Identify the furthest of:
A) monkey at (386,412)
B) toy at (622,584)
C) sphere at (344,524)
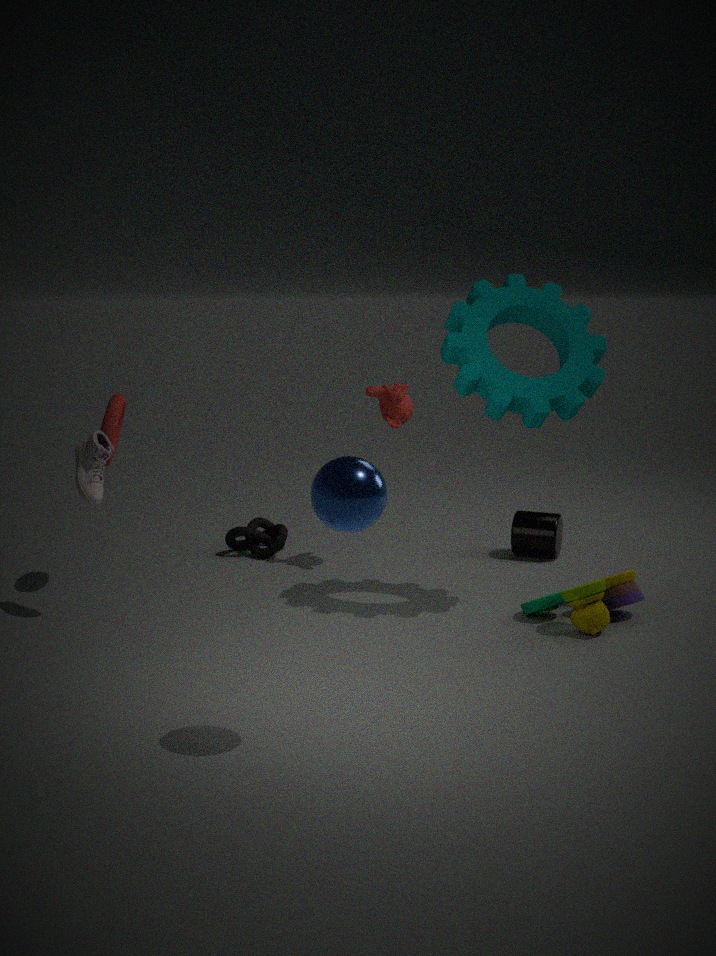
monkey at (386,412)
